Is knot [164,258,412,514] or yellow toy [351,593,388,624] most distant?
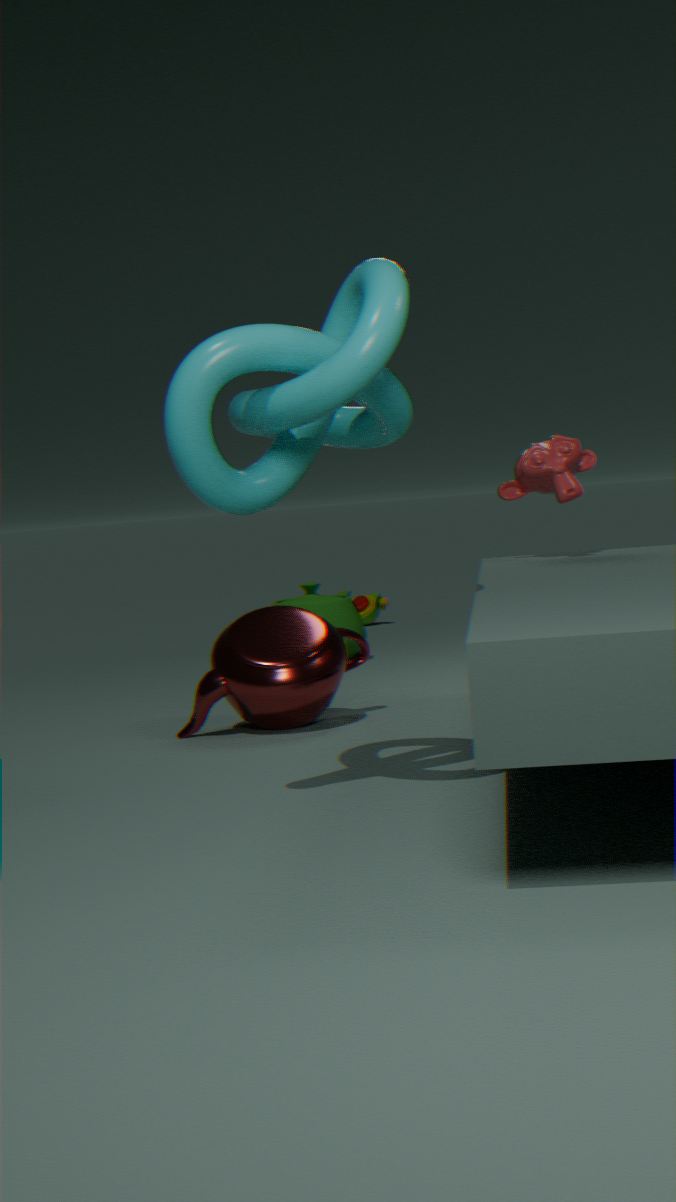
yellow toy [351,593,388,624]
